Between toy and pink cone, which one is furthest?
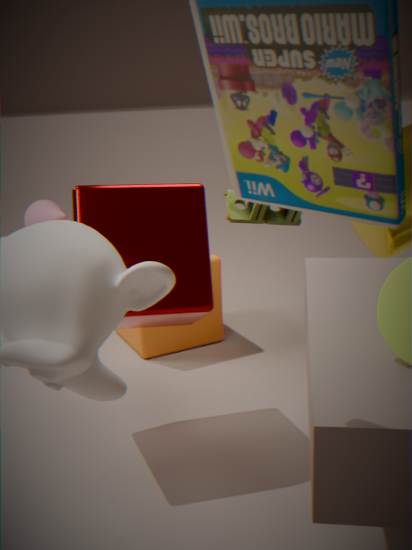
pink cone
